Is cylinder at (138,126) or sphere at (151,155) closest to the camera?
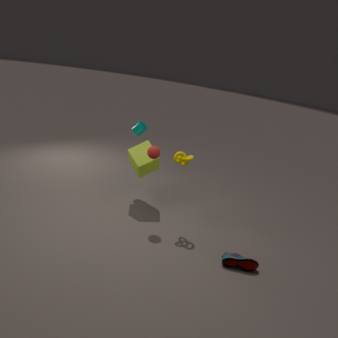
sphere at (151,155)
